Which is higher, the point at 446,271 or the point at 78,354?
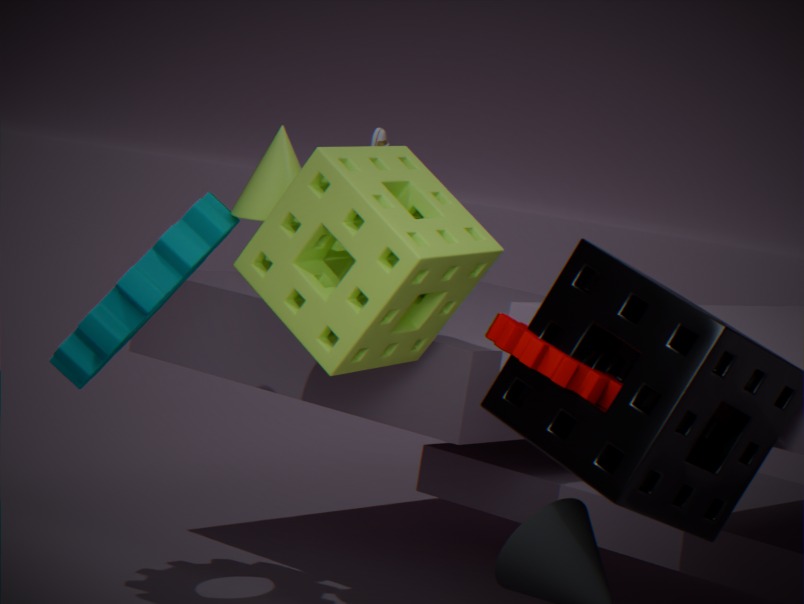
the point at 446,271
